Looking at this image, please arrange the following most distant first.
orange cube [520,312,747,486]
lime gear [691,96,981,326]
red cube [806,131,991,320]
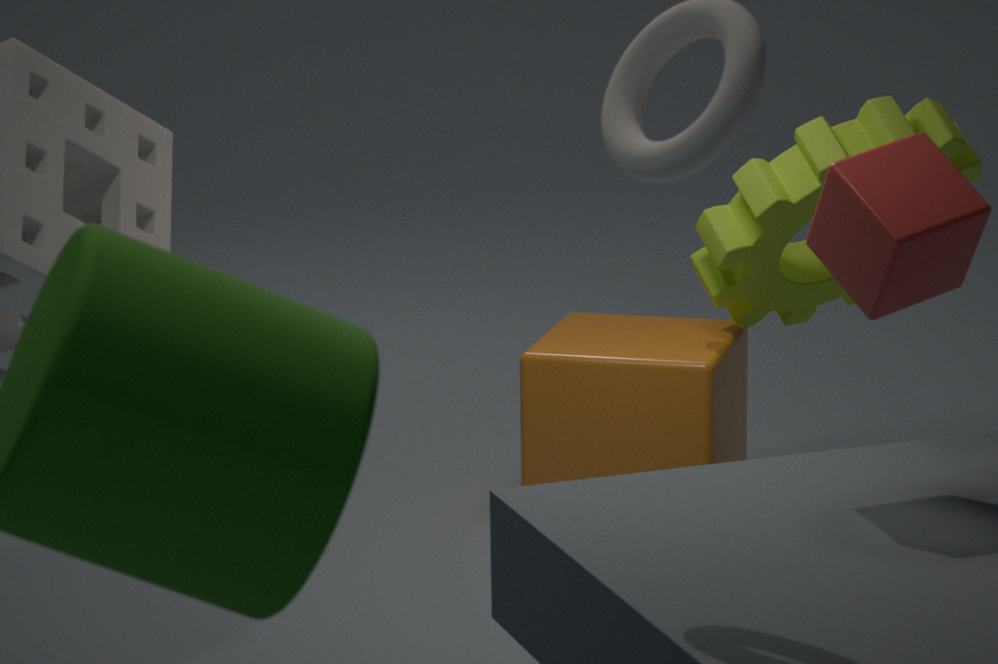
orange cube [520,312,747,486] < lime gear [691,96,981,326] < red cube [806,131,991,320]
